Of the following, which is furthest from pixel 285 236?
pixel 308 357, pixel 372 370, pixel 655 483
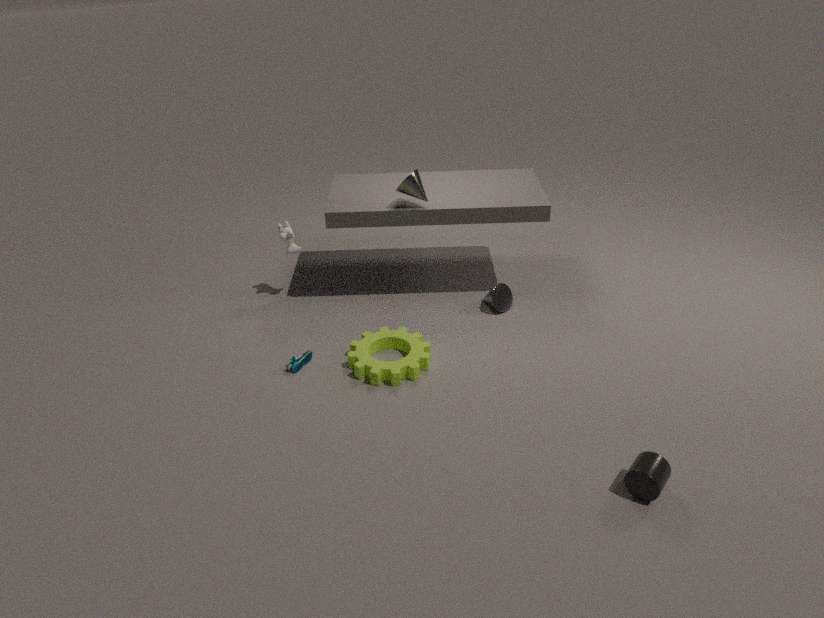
pixel 655 483
